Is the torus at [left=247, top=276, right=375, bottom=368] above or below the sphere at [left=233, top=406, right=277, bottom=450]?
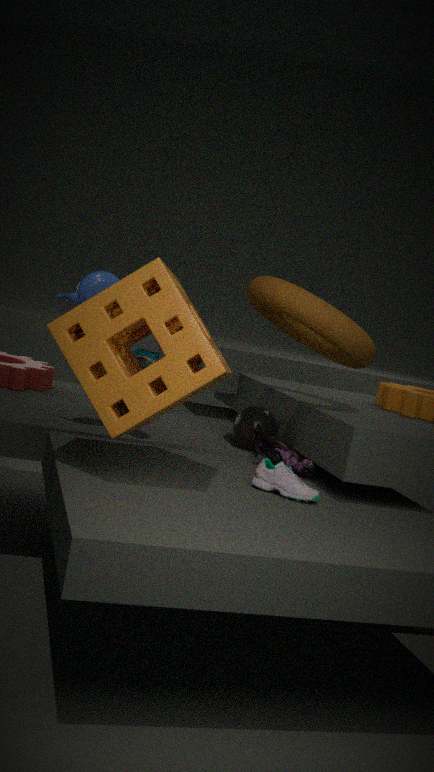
above
